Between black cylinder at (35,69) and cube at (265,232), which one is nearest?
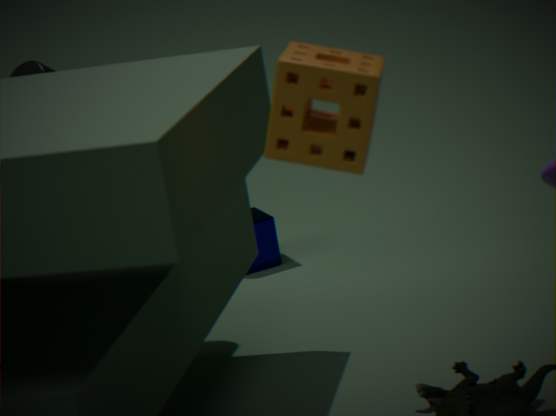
black cylinder at (35,69)
